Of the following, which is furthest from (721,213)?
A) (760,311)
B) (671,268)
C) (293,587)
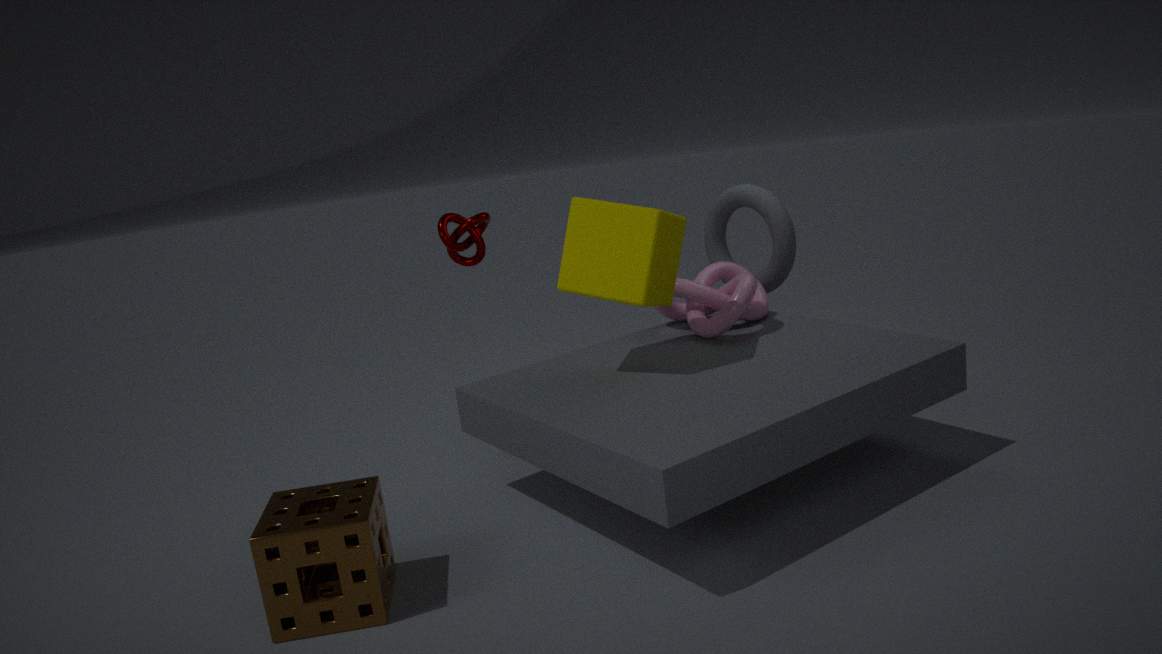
(293,587)
